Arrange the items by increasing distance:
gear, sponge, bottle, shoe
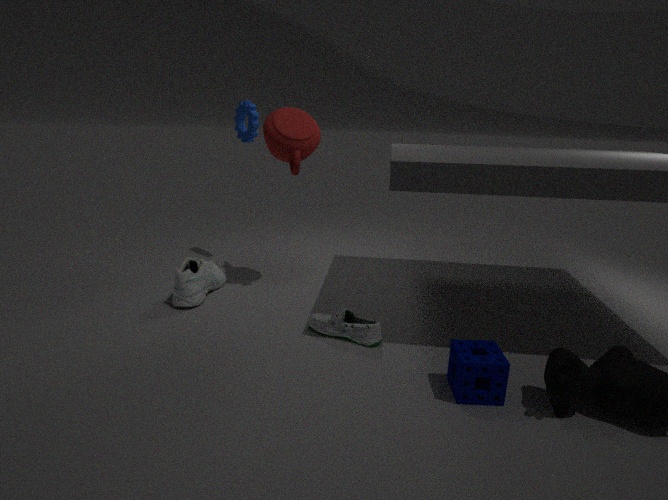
1. sponge
2. bottle
3. shoe
4. gear
